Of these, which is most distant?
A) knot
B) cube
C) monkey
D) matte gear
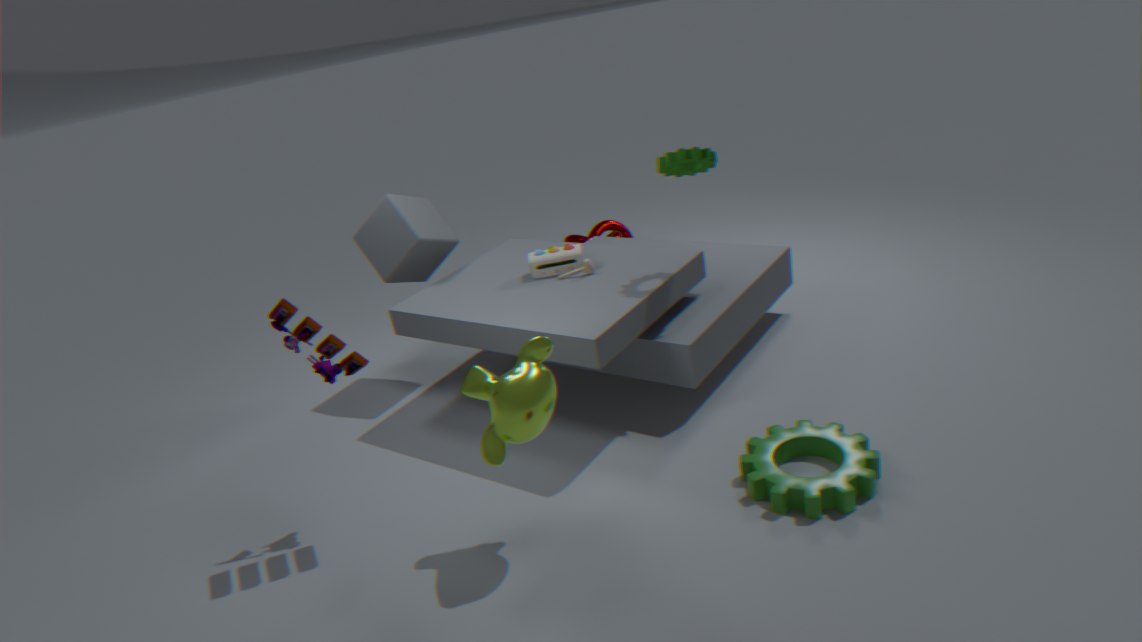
knot
